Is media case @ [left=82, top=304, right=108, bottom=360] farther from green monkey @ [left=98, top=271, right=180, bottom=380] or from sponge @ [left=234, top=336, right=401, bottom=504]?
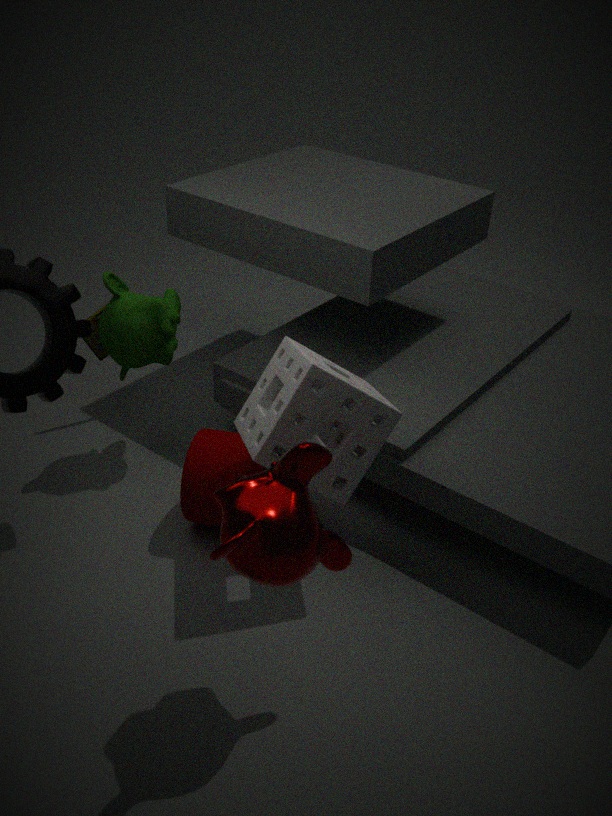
sponge @ [left=234, top=336, right=401, bottom=504]
